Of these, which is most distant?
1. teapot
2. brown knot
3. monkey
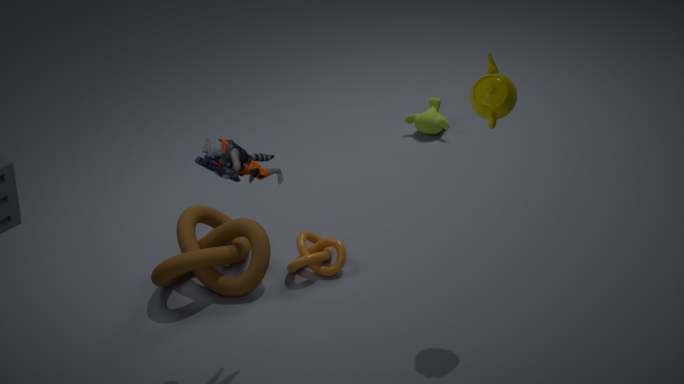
monkey
